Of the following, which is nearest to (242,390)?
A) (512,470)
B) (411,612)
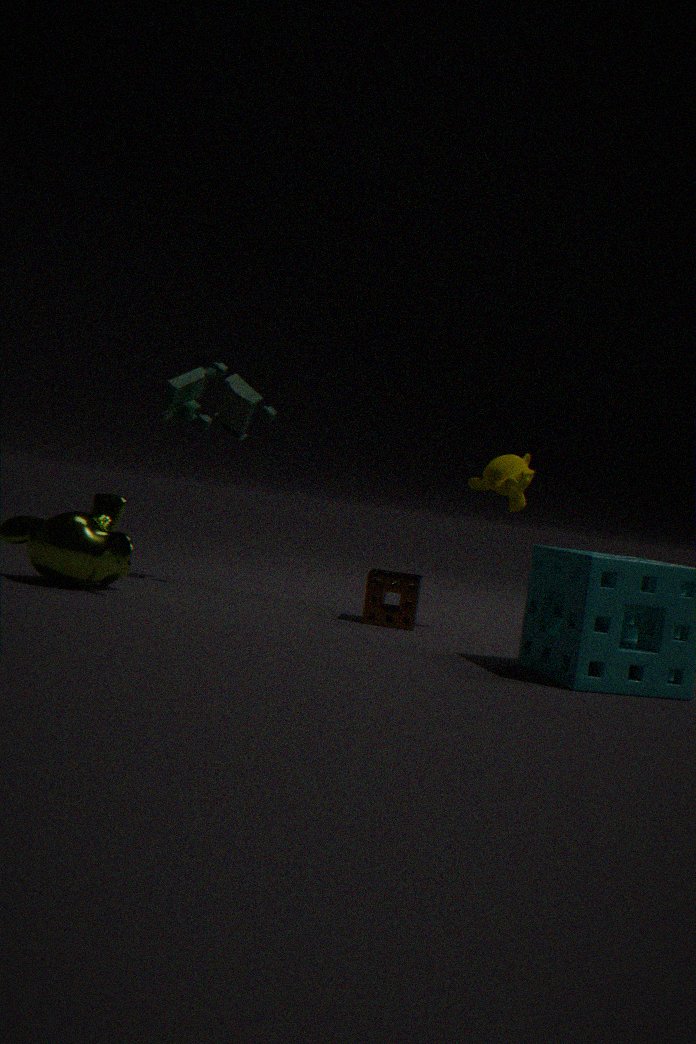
(411,612)
